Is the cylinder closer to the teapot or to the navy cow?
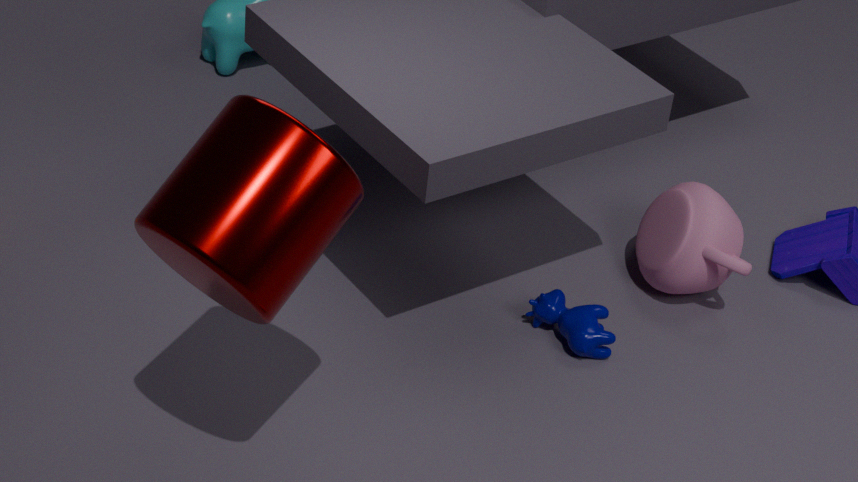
the navy cow
